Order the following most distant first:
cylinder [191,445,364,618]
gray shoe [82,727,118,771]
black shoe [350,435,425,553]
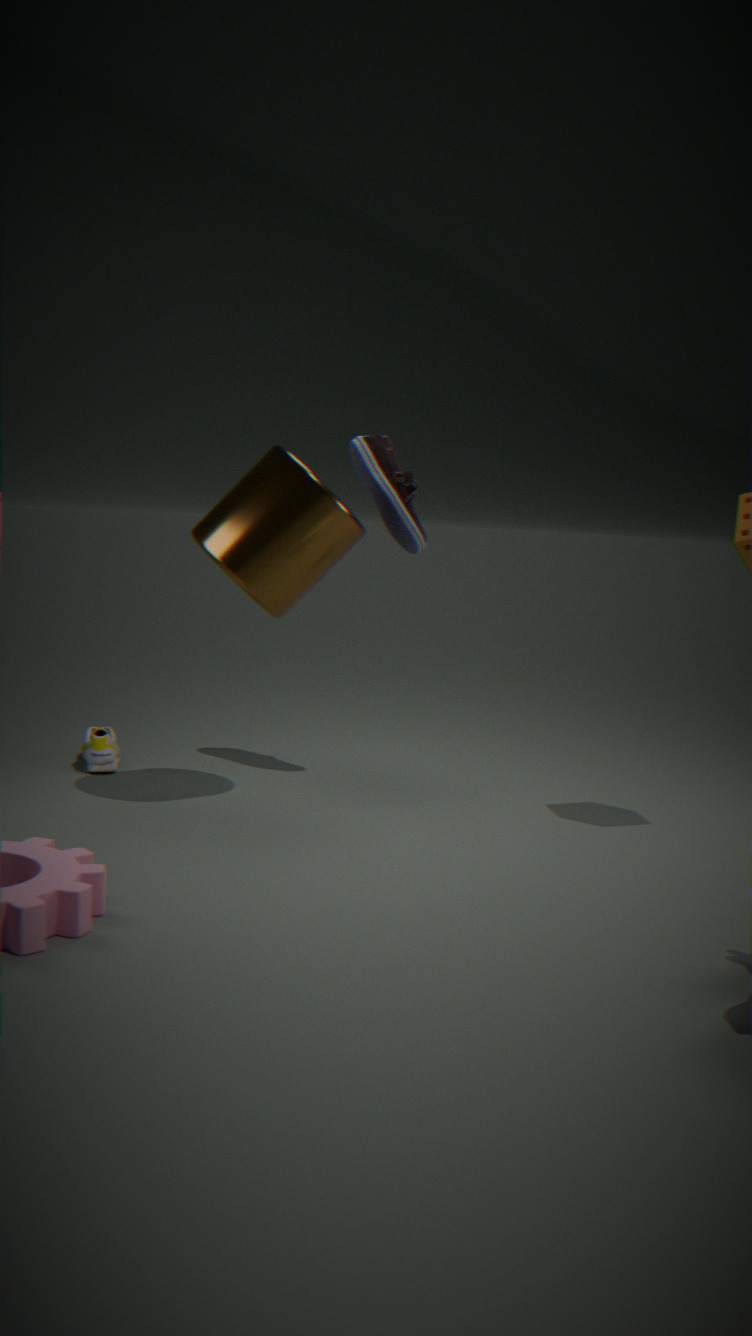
gray shoe [82,727,118,771] → black shoe [350,435,425,553] → cylinder [191,445,364,618]
